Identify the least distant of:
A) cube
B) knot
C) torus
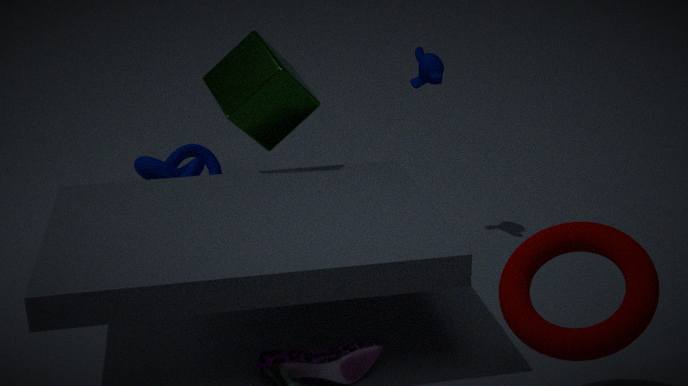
torus
